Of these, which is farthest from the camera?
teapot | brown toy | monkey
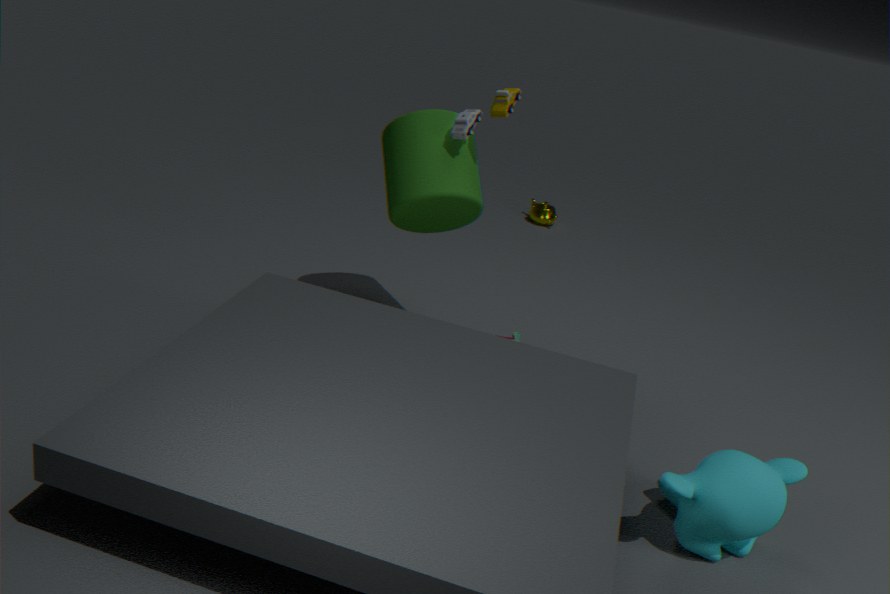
teapot
